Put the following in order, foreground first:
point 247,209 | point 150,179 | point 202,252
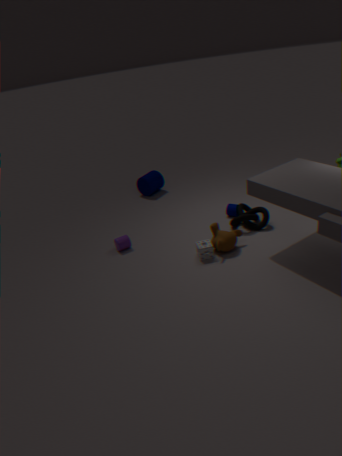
1. point 202,252
2. point 247,209
3. point 150,179
